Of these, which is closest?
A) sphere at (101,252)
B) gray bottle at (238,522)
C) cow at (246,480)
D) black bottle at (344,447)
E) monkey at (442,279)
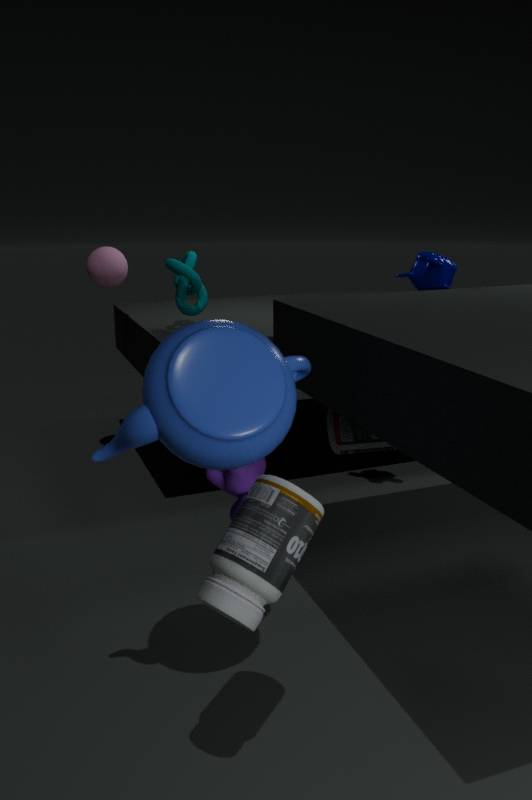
gray bottle at (238,522)
